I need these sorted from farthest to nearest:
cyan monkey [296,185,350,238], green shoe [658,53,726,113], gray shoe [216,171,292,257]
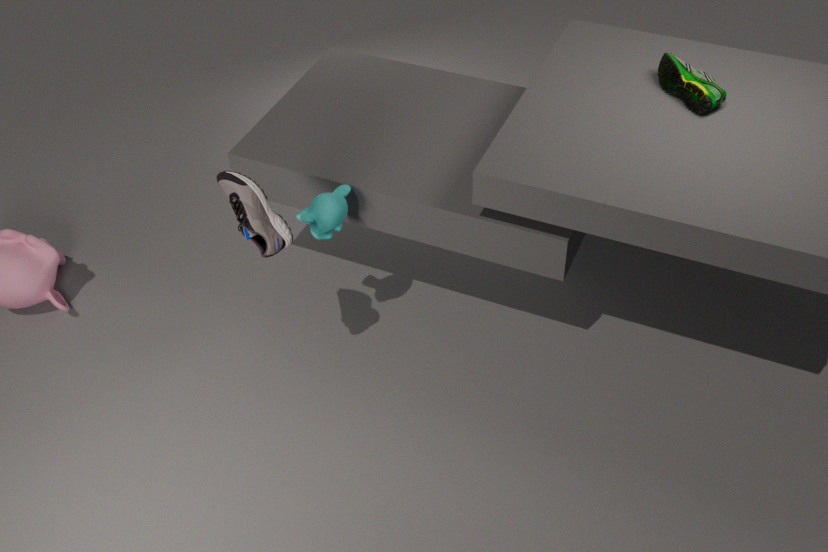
1. cyan monkey [296,185,350,238]
2. green shoe [658,53,726,113]
3. gray shoe [216,171,292,257]
